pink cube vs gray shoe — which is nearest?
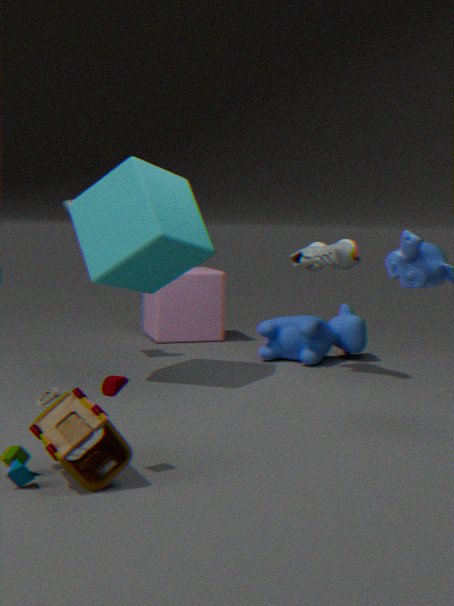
gray shoe
